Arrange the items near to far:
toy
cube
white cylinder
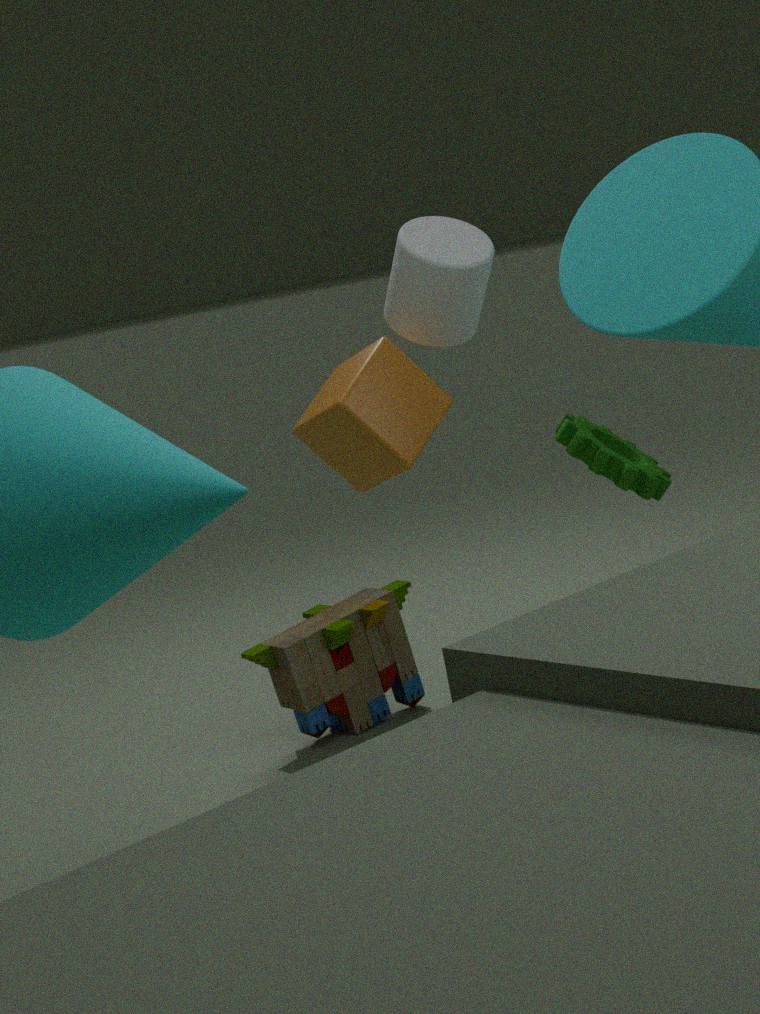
1. cube
2. white cylinder
3. toy
